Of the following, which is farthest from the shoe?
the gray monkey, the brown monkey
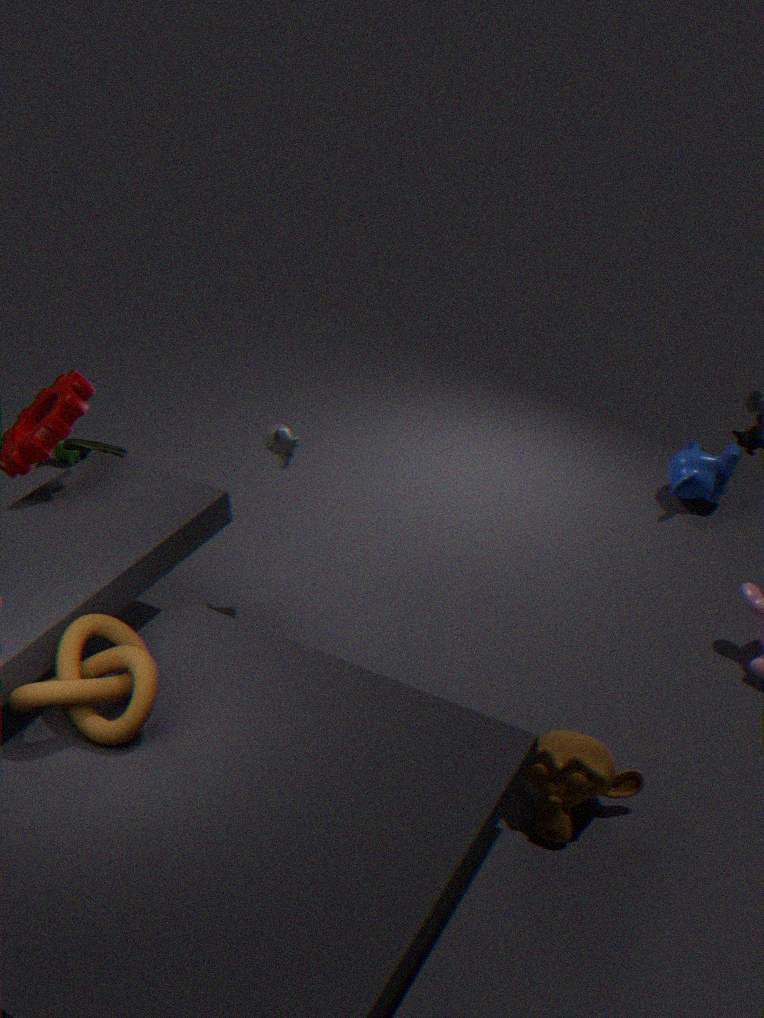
the brown monkey
